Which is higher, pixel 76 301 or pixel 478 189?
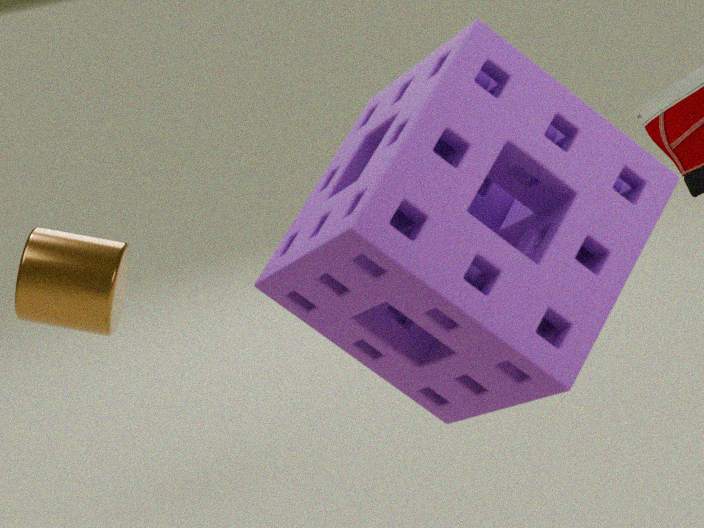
pixel 478 189
